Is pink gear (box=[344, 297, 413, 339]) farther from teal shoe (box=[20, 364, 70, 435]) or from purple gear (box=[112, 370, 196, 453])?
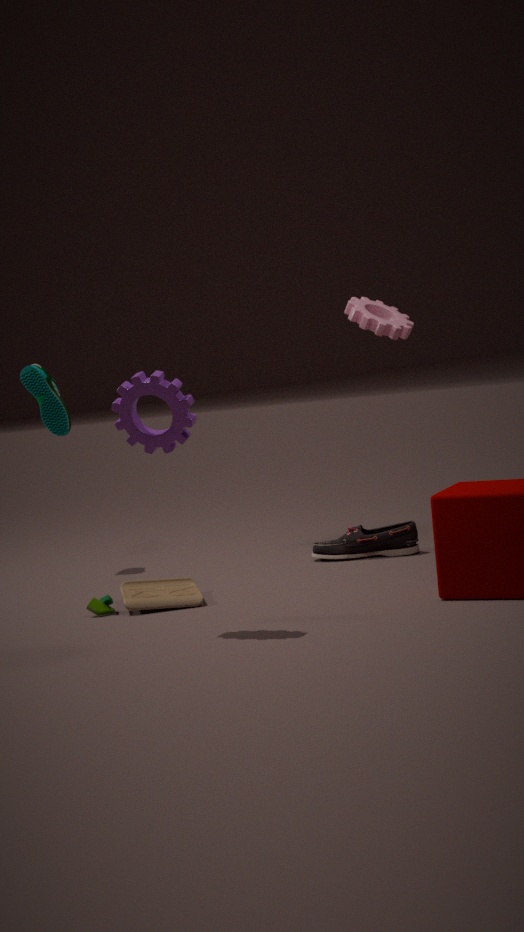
teal shoe (box=[20, 364, 70, 435])
